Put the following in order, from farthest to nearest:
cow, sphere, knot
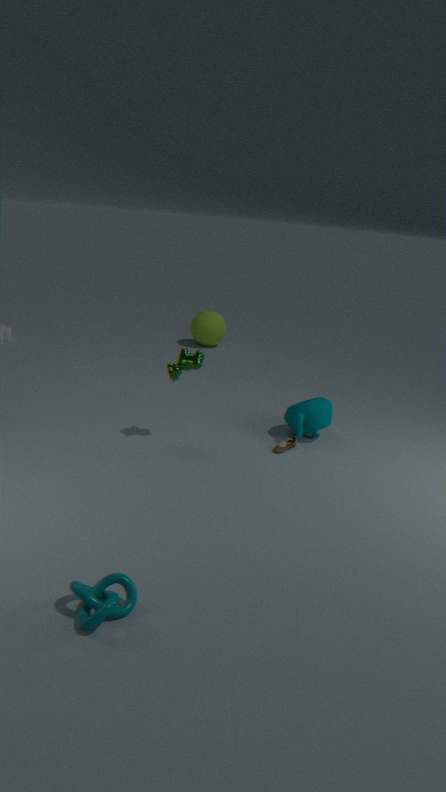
1. sphere
2. cow
3. knot
